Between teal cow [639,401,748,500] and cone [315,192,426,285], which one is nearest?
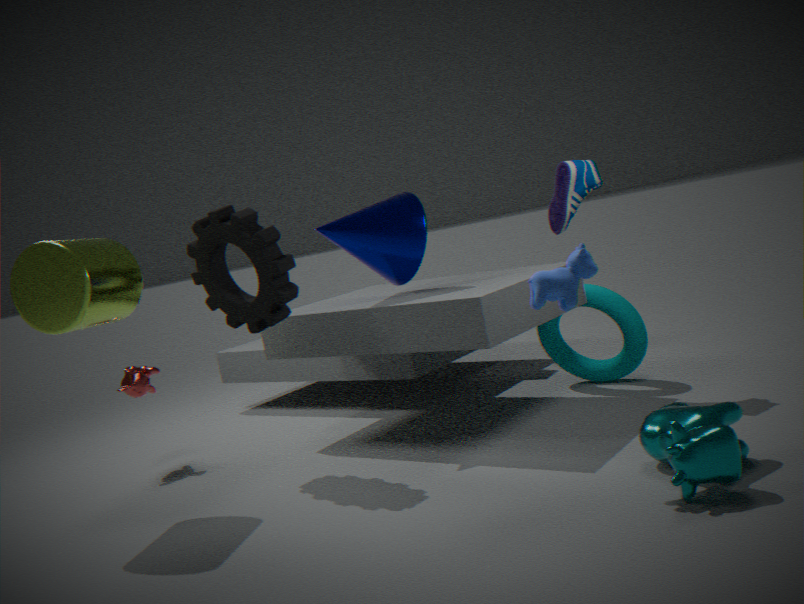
teal cow [639,401,748,500]
